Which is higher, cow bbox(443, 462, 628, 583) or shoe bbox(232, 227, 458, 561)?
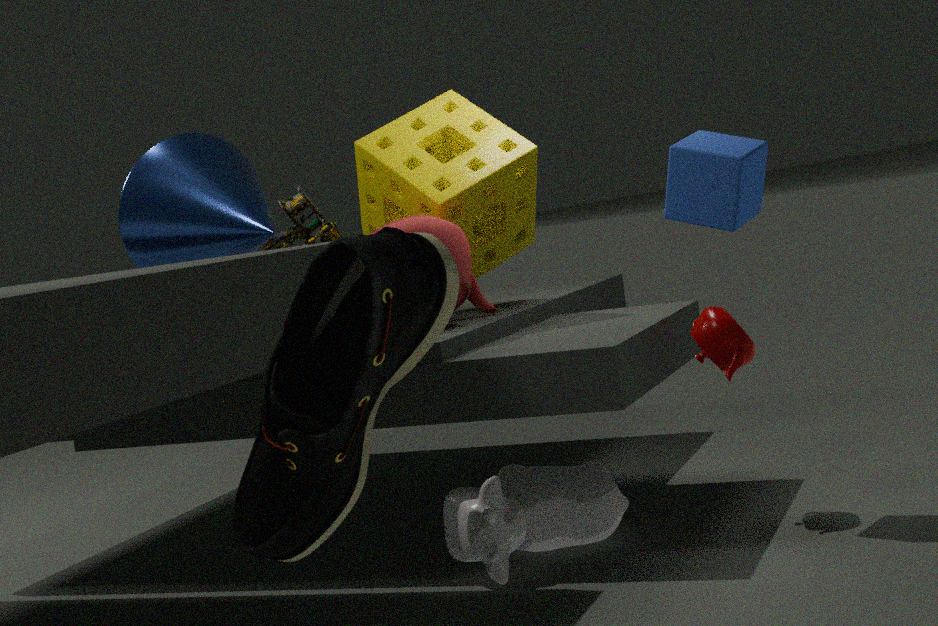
shoe bbox(232, 227, 458, 561)
